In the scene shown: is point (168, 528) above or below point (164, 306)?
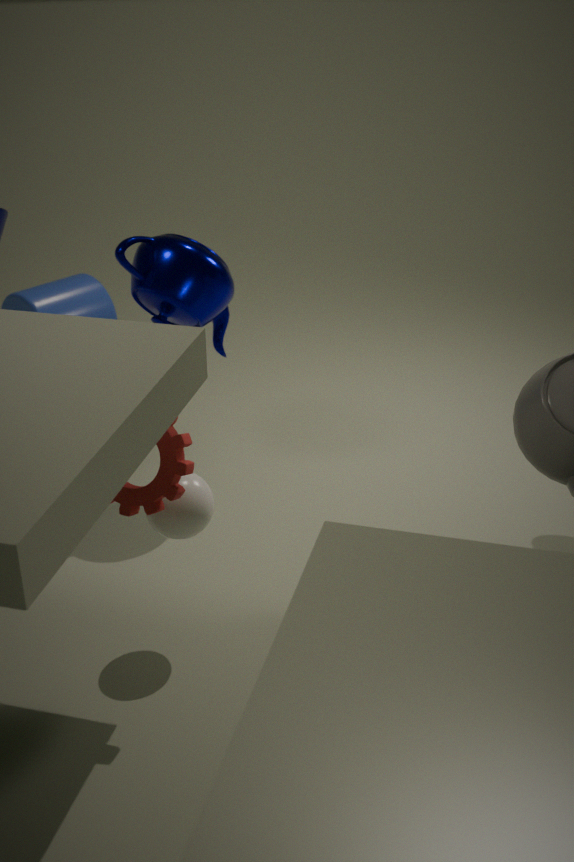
below
